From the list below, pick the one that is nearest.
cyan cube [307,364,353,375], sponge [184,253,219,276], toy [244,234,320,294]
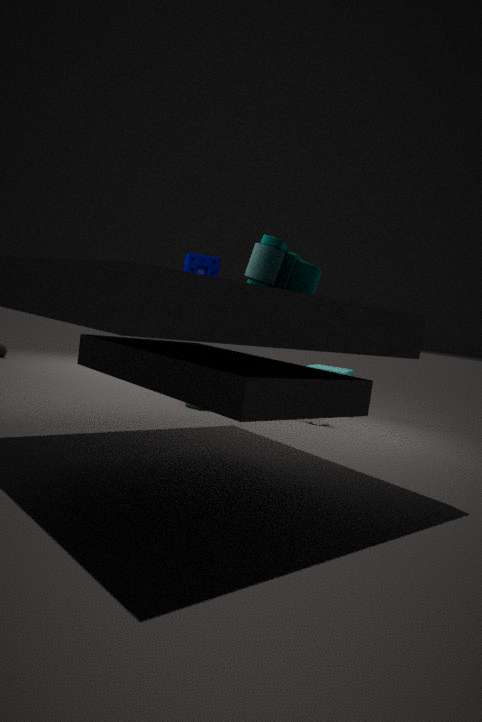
toy [244,234,320,294]
